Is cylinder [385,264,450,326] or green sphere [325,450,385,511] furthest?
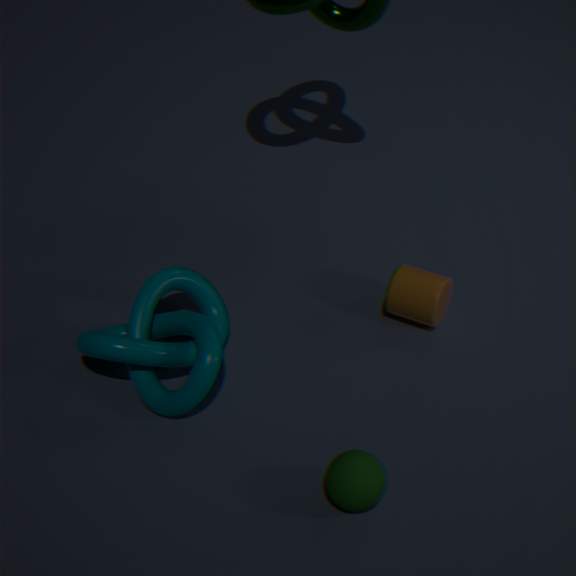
cylinder [385,264,450,326]
